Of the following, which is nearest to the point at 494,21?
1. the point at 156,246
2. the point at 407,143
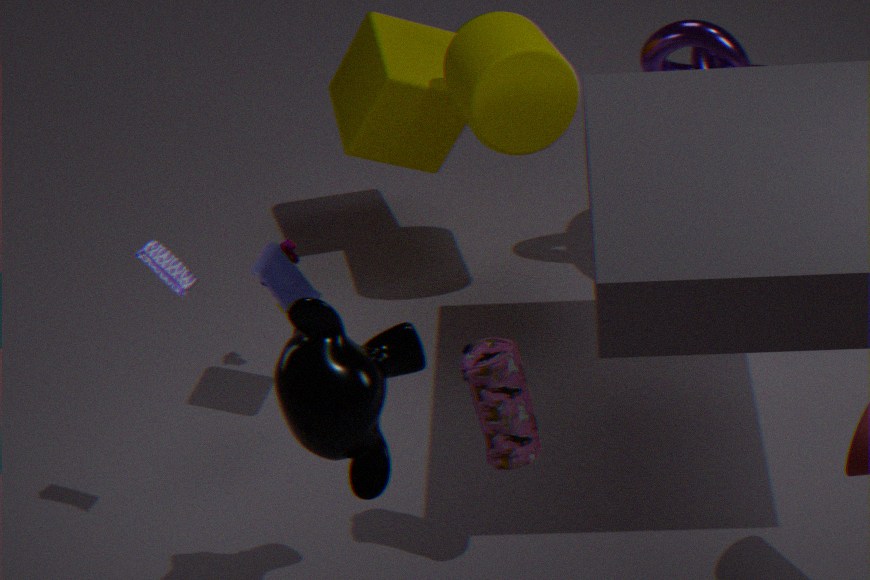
the point at 407,143
